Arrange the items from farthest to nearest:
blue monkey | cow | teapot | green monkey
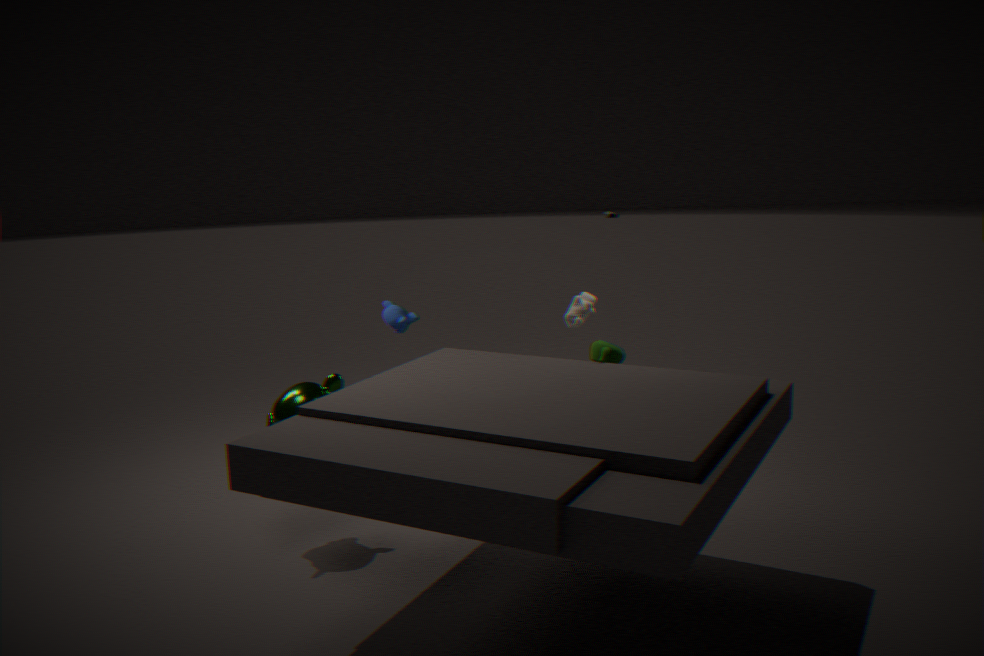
blue monkey
cow
green monkey
teapot
